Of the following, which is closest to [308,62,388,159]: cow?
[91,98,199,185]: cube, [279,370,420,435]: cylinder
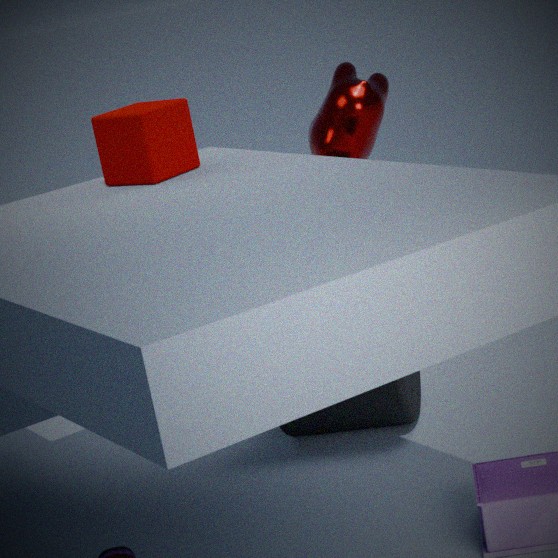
[279,370,420,435]: cylinder
